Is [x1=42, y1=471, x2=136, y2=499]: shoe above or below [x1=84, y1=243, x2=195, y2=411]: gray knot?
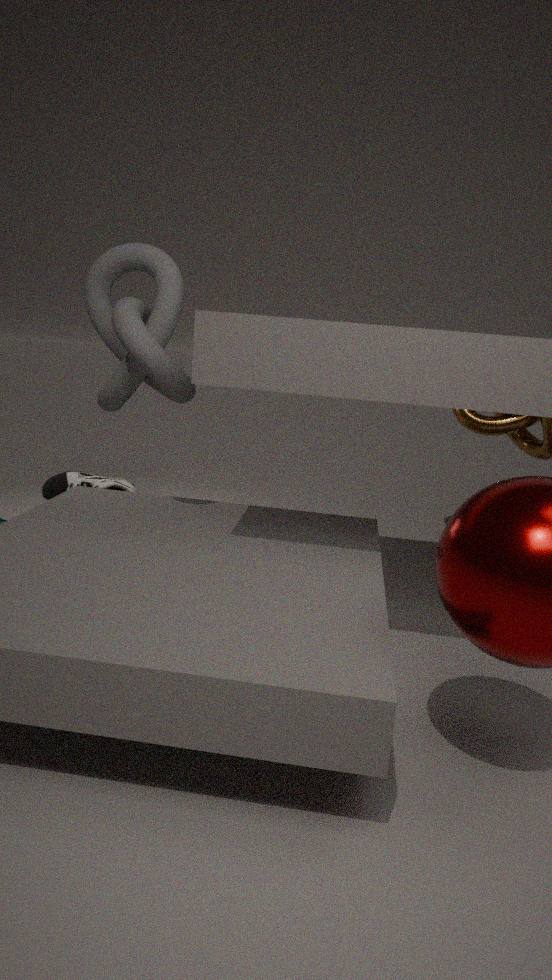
below
